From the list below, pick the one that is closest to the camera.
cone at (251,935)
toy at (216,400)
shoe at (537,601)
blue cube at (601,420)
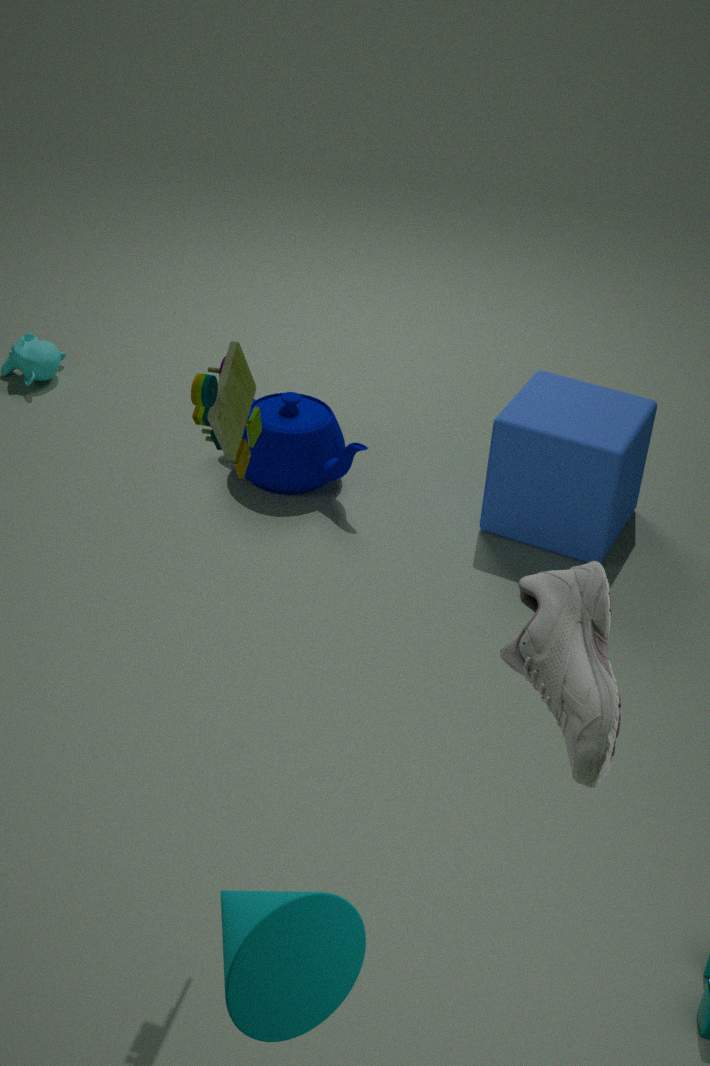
shoe at (537,601)
